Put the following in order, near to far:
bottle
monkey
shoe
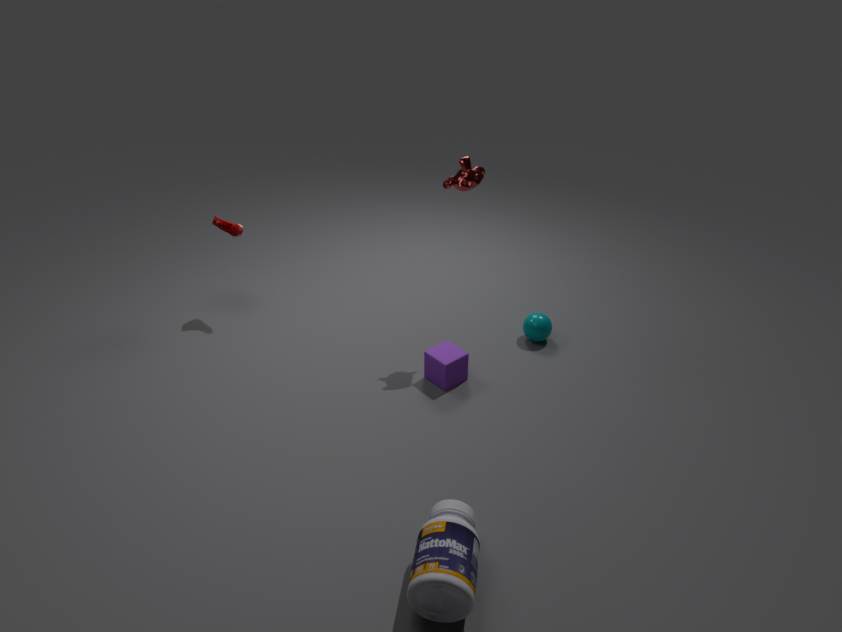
bottle, monkey, shoe
